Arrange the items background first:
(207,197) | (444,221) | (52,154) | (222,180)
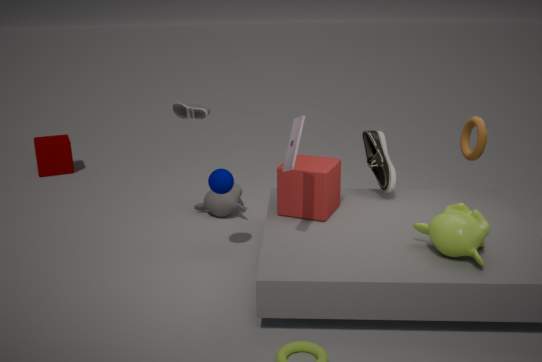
1. (52,154)
2. (207,197)
3. (222,180)
4. (444,221)
